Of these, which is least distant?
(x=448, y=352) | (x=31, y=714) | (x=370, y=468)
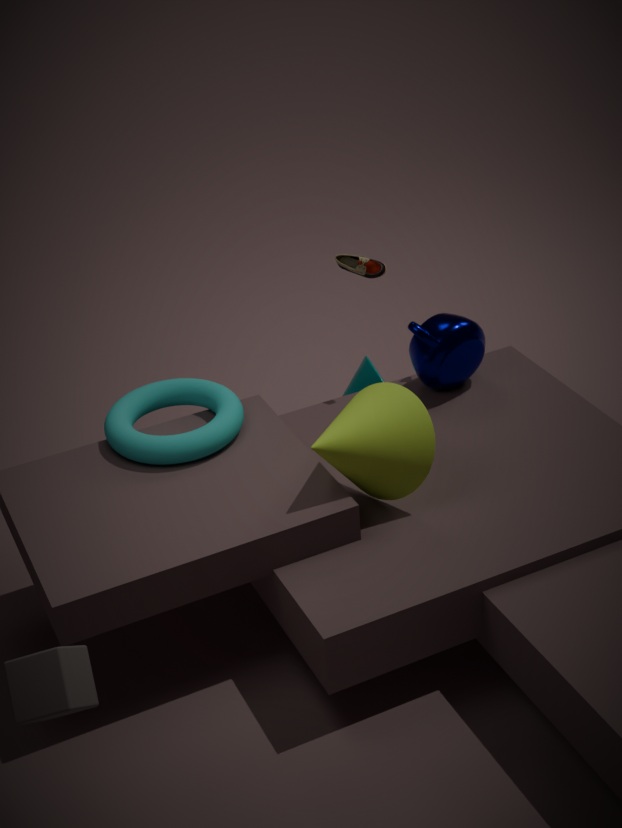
(x=31, y=714)
